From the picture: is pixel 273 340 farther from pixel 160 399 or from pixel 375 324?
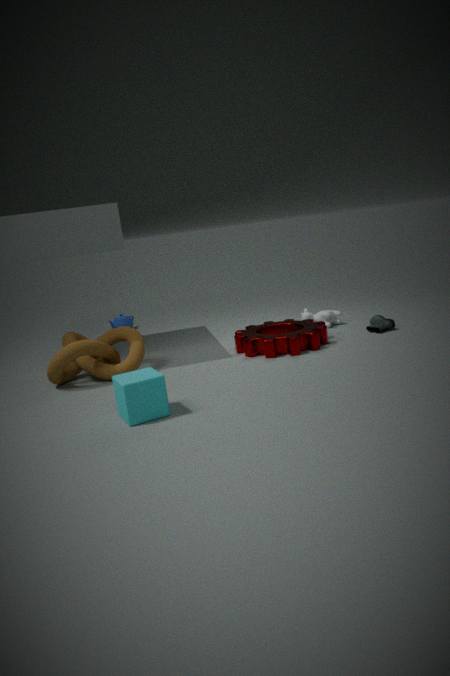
pixel 160 399
